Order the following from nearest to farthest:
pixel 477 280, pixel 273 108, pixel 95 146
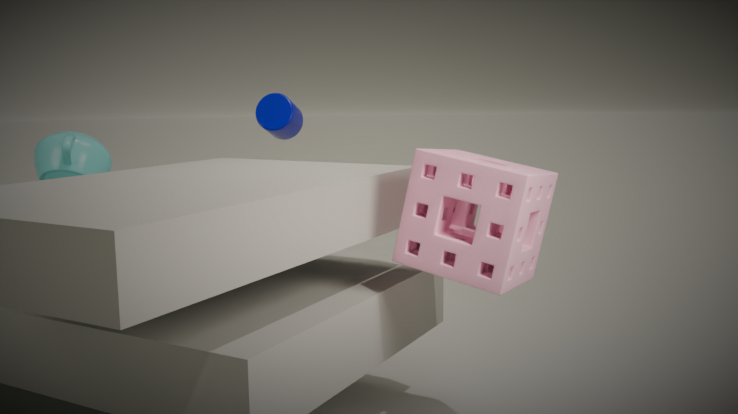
pixel 477 280 < pixel 95 146 < pixel 273 108
